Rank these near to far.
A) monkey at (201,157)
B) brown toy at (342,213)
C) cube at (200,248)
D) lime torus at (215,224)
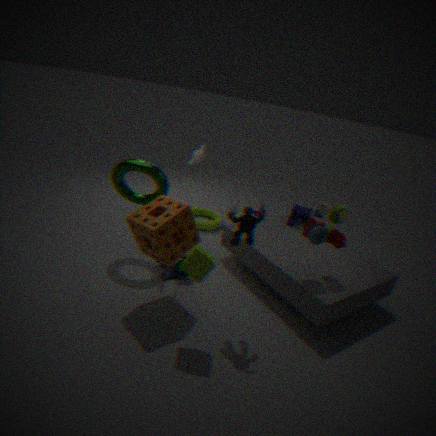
cube at (200,248)
brown toy at (342,213)
monkey at (201,157)
lime torus at (215,224)
